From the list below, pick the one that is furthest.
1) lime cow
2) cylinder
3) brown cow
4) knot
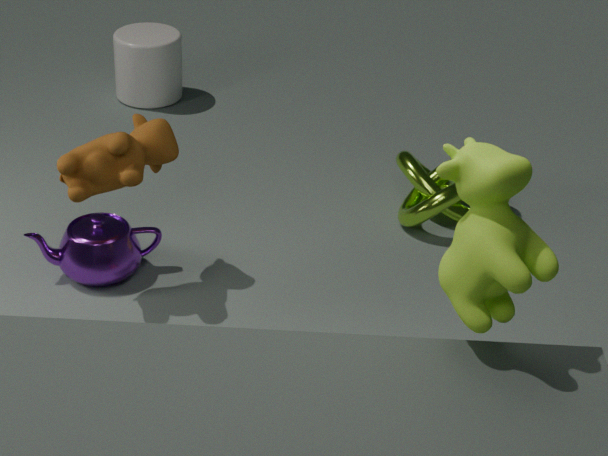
2. cylinder
